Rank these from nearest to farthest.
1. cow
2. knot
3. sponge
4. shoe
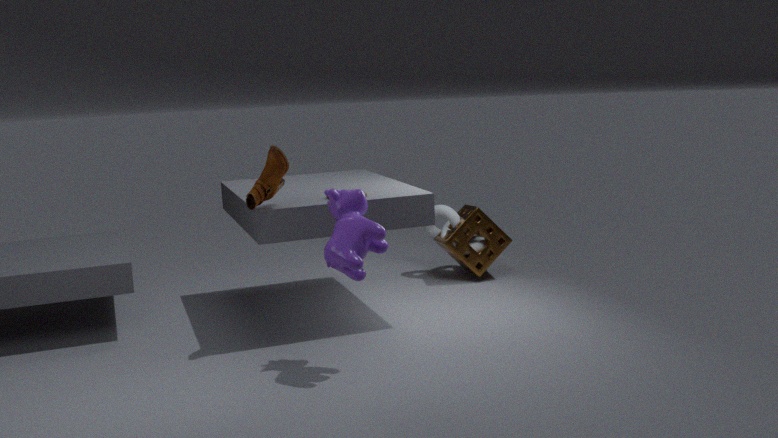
cow < shoe < sponge < knot
